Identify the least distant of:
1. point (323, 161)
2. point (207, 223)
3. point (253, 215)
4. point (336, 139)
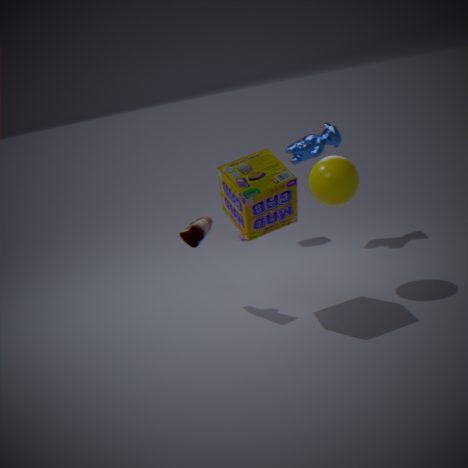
point (253, 215)
